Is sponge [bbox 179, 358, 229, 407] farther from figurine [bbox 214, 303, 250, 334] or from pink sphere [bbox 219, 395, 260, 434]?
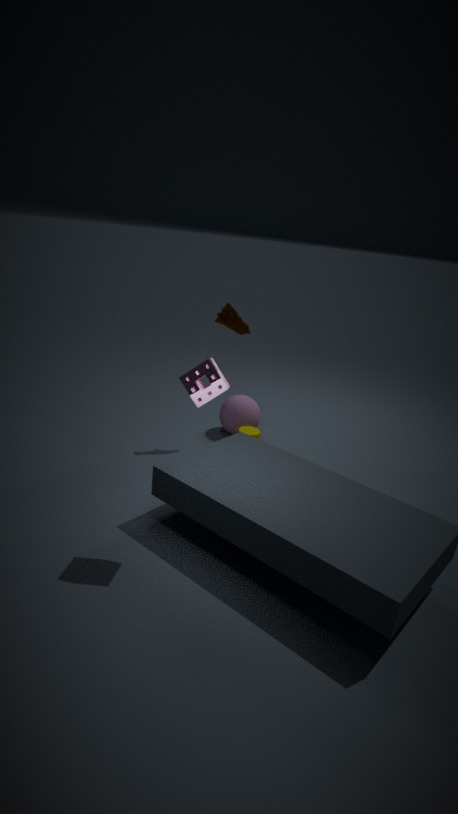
pink sphere [bbox 219, 395, 260, 434]
